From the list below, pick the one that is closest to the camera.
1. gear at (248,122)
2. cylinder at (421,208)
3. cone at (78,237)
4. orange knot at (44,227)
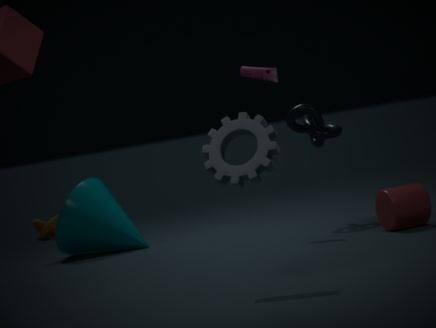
gear at (248,122)
